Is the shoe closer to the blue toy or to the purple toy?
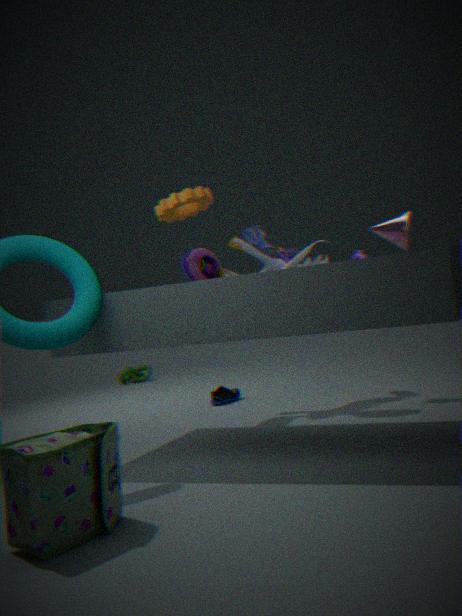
the blue toy
